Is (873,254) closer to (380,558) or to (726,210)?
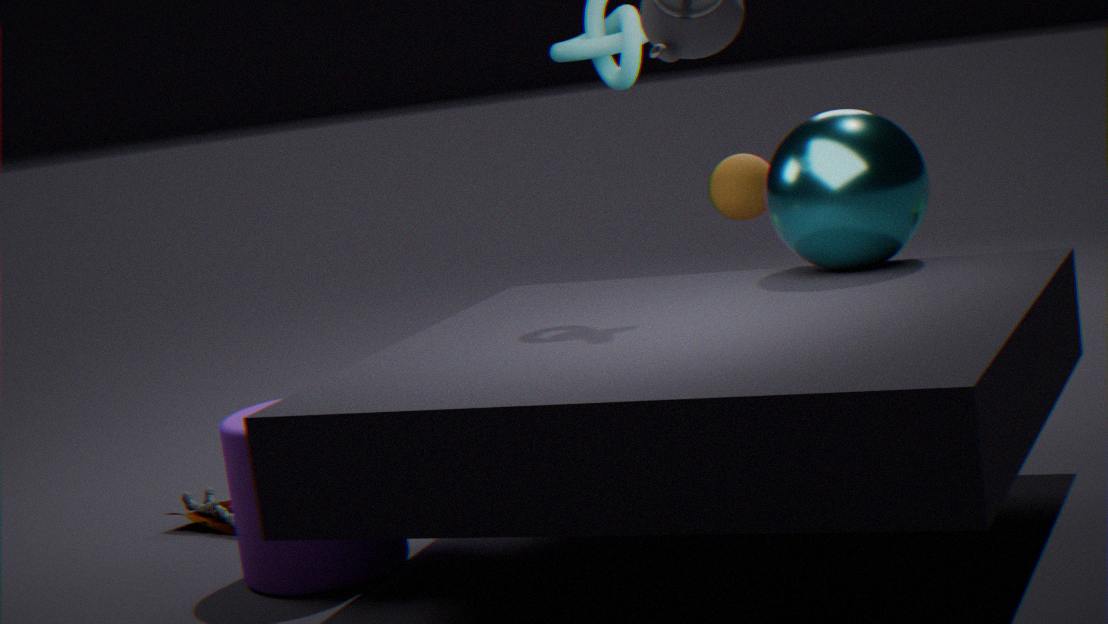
(726,210)
